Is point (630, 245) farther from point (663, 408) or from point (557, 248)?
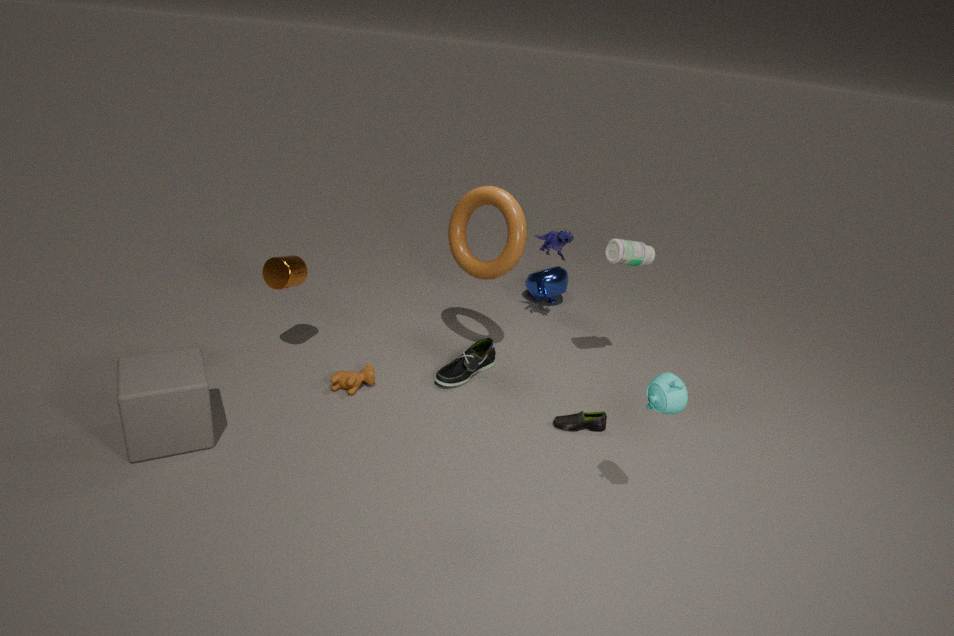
point (663, 408)
